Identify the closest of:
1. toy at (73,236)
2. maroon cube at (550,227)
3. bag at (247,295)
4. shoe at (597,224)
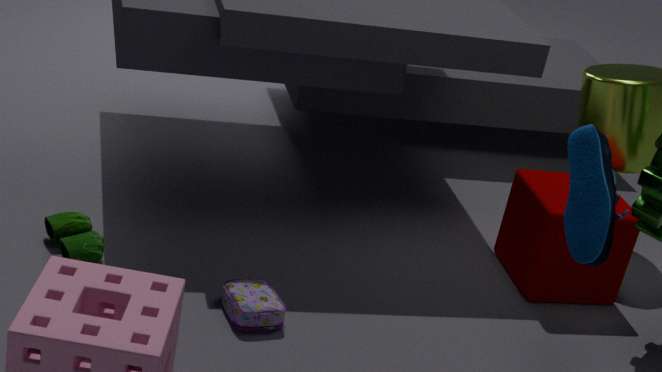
shoe at (597,224)
